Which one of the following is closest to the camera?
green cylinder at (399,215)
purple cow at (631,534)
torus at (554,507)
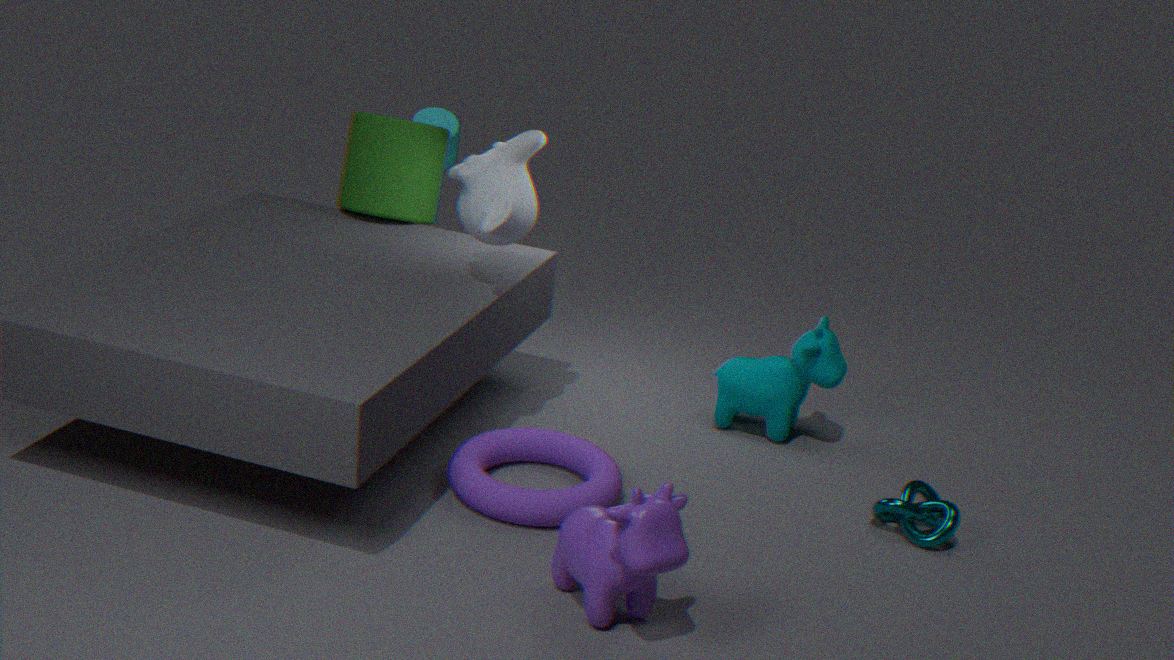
purple cow at (631,534)
